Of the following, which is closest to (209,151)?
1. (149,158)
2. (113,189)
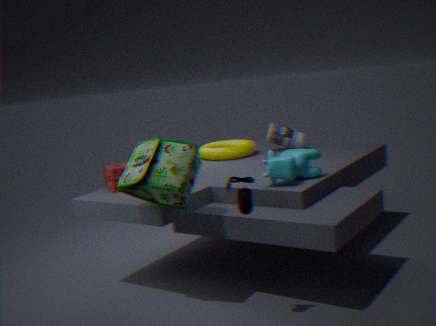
(113,189)
